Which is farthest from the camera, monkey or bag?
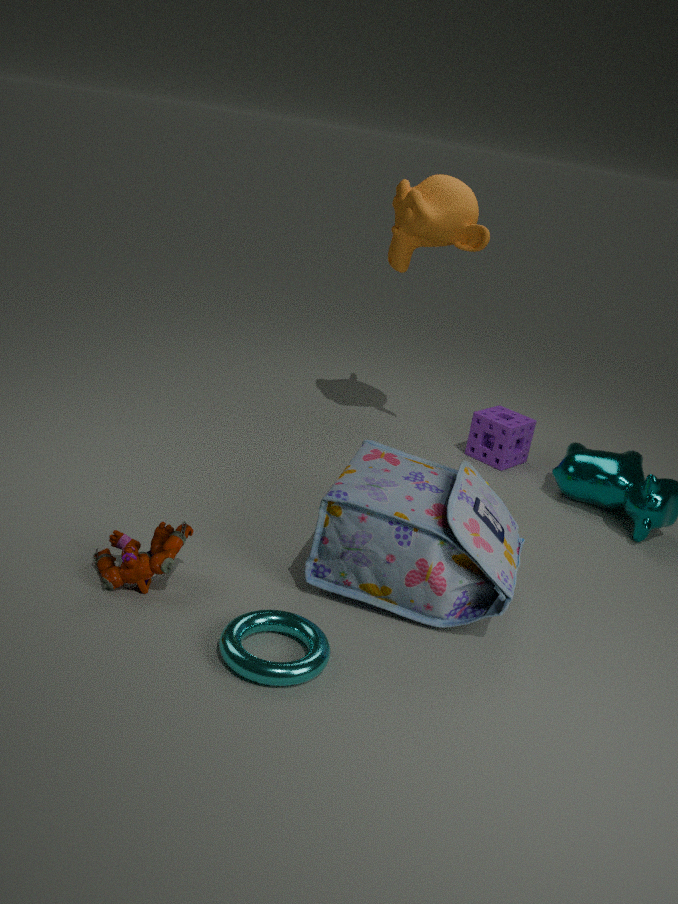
monkey
